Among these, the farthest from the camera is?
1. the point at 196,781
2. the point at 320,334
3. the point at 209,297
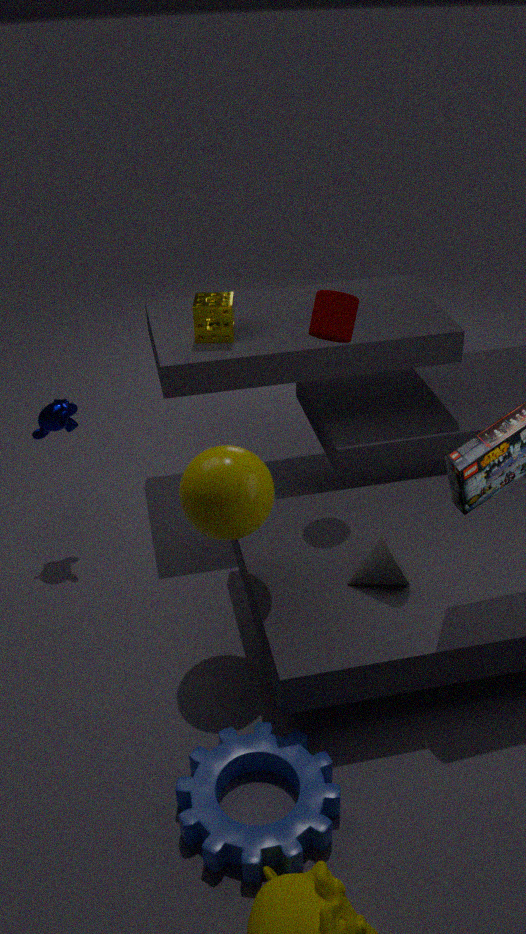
the point at 209,297
